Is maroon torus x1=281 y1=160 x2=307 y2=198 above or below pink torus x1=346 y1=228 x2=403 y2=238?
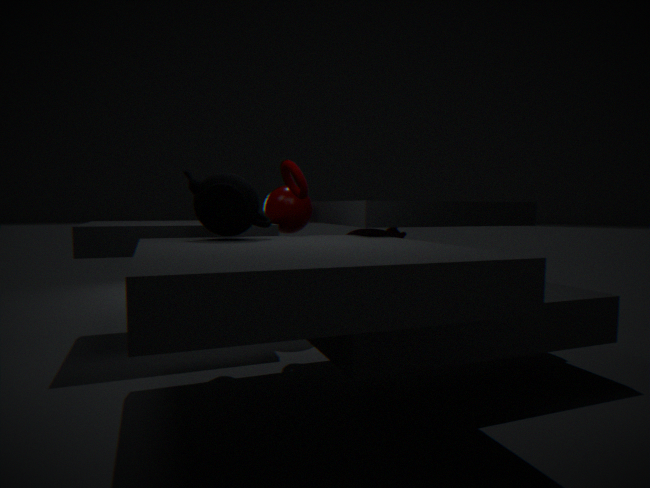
above
